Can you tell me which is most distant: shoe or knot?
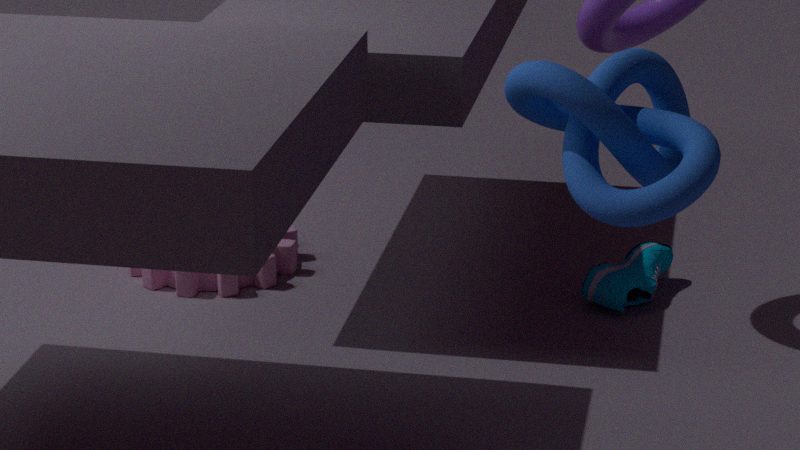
shoe
